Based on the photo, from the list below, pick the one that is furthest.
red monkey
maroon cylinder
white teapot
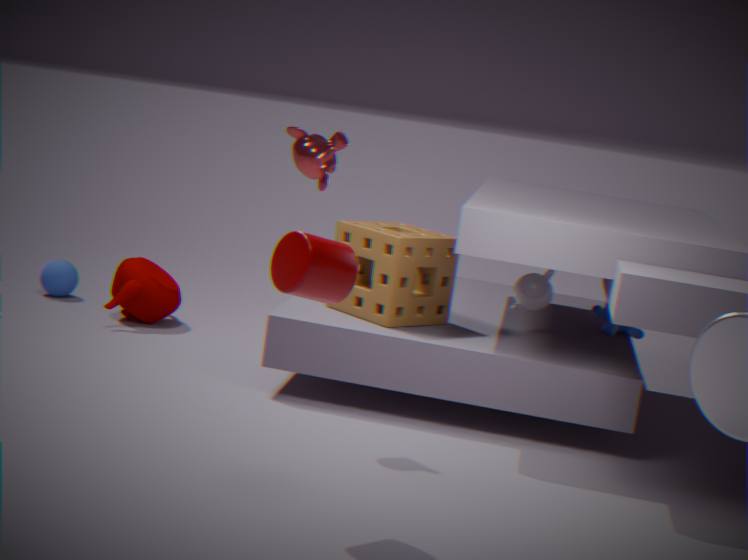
white teapot
